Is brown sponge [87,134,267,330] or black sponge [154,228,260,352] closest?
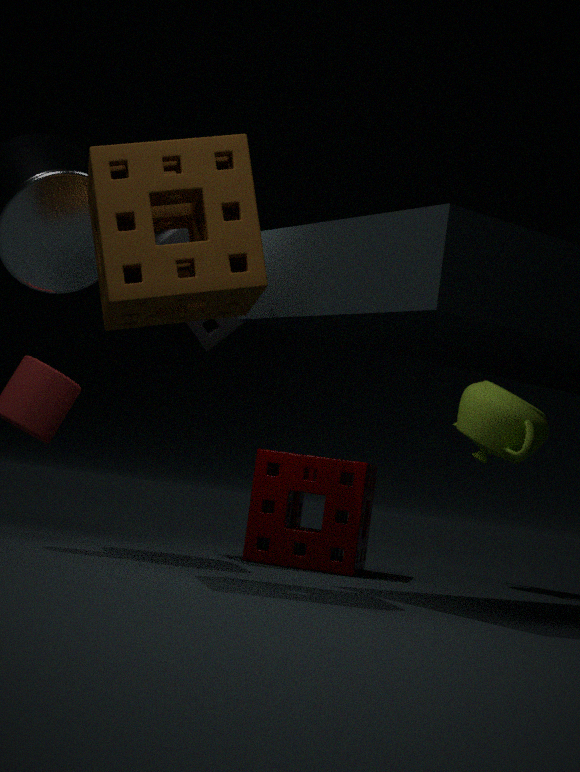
brown sponge [87,134,267,330]
